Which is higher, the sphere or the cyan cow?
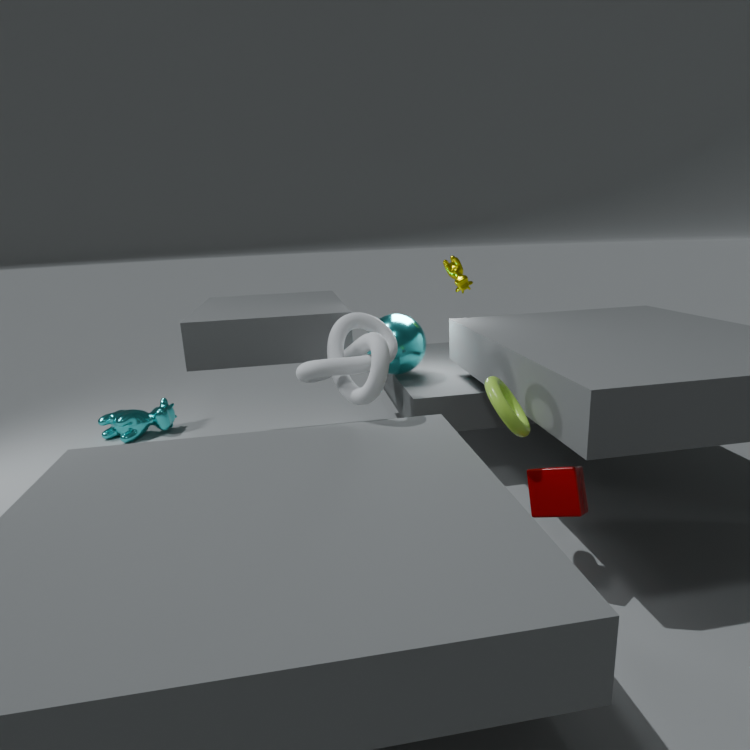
the sphere
